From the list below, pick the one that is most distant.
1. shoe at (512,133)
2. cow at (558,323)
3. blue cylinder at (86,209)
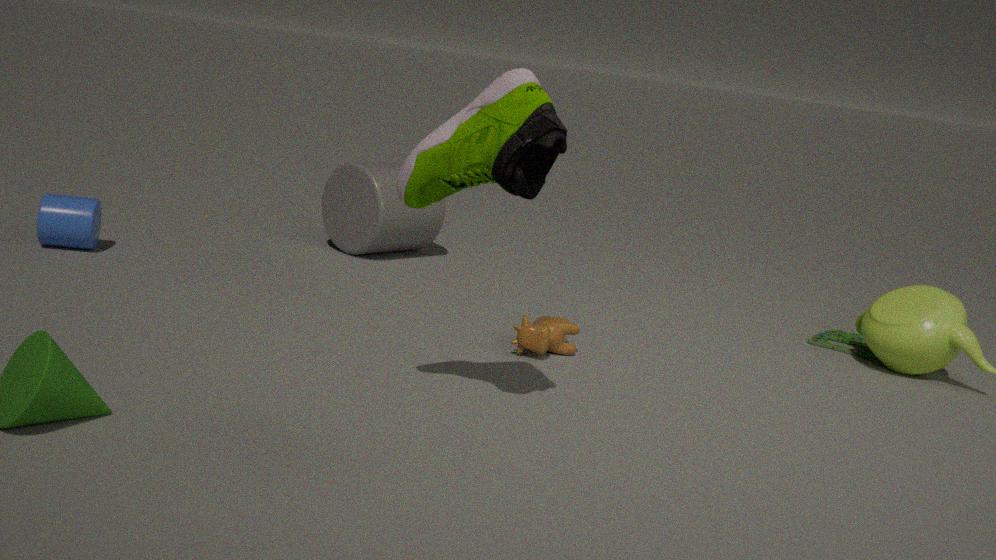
blue cylinder at (86,209)
